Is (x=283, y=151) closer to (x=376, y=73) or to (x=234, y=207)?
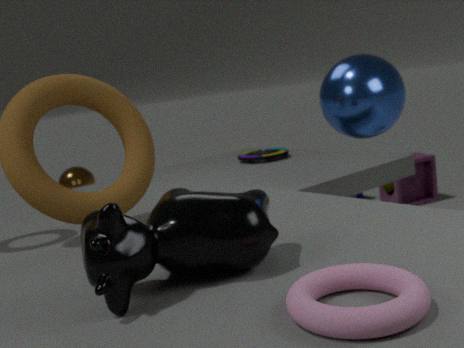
(x=376, y=73)
